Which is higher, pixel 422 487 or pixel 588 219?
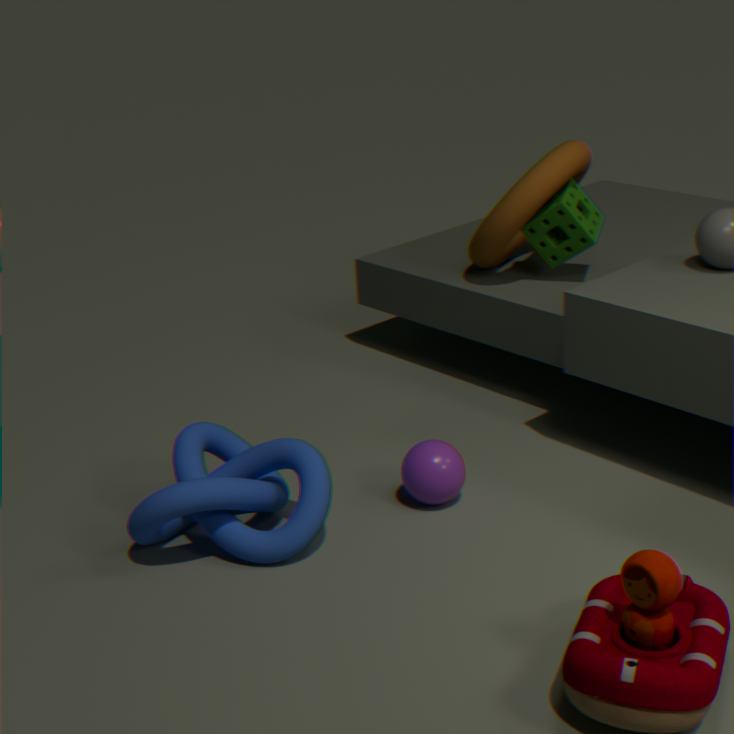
pixel 588 219
